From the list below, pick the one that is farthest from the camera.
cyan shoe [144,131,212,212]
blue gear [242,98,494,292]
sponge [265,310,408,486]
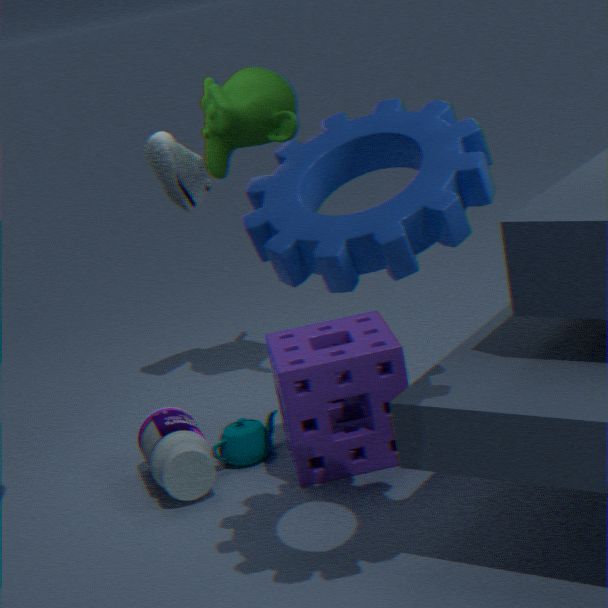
cyan shoe [144,131,212,212]
